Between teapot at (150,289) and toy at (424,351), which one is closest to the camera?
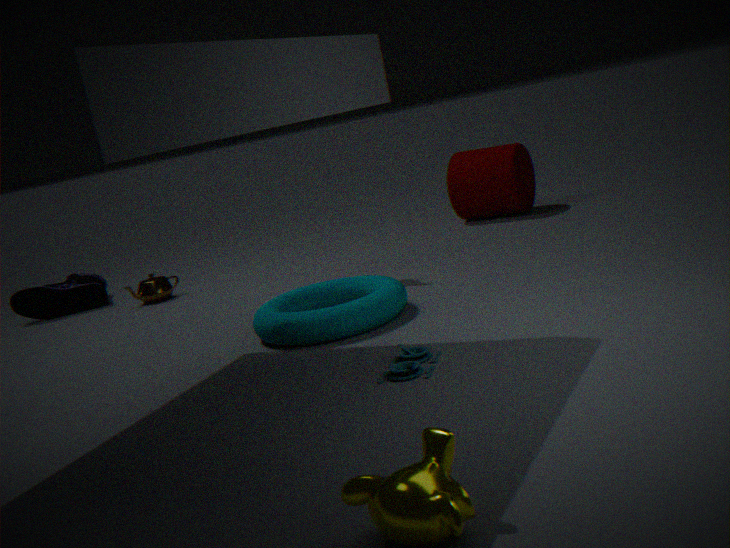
toy at (424,351)
